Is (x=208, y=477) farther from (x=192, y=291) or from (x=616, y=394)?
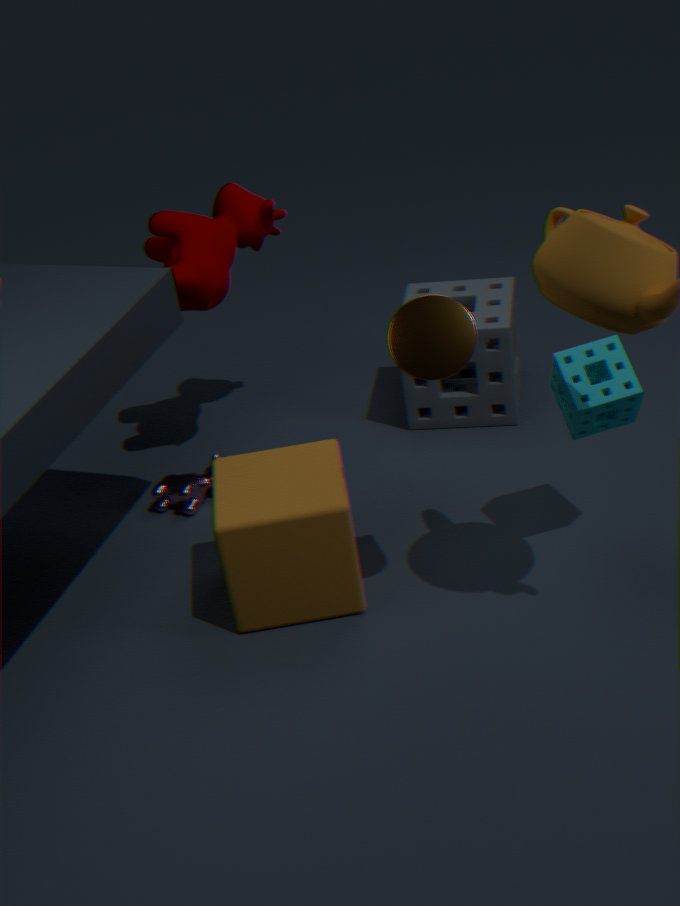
(x=616, y=394)
